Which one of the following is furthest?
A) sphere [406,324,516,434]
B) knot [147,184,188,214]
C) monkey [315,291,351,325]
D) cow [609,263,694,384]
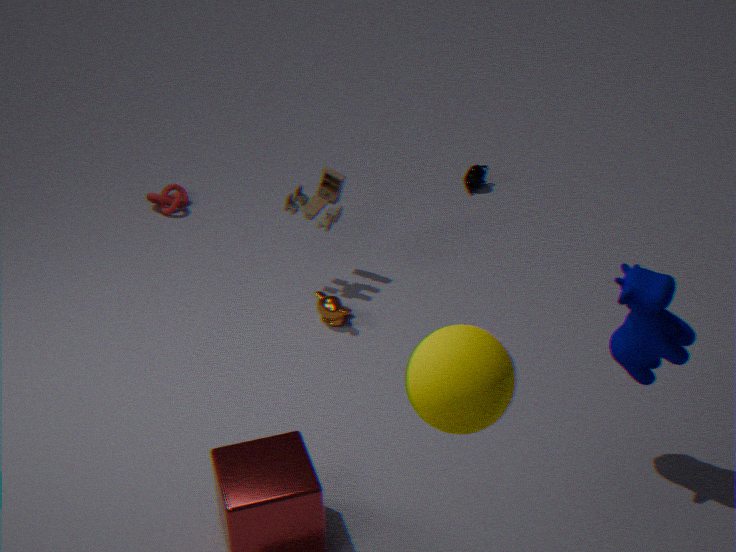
knot [147,184,188,214]
